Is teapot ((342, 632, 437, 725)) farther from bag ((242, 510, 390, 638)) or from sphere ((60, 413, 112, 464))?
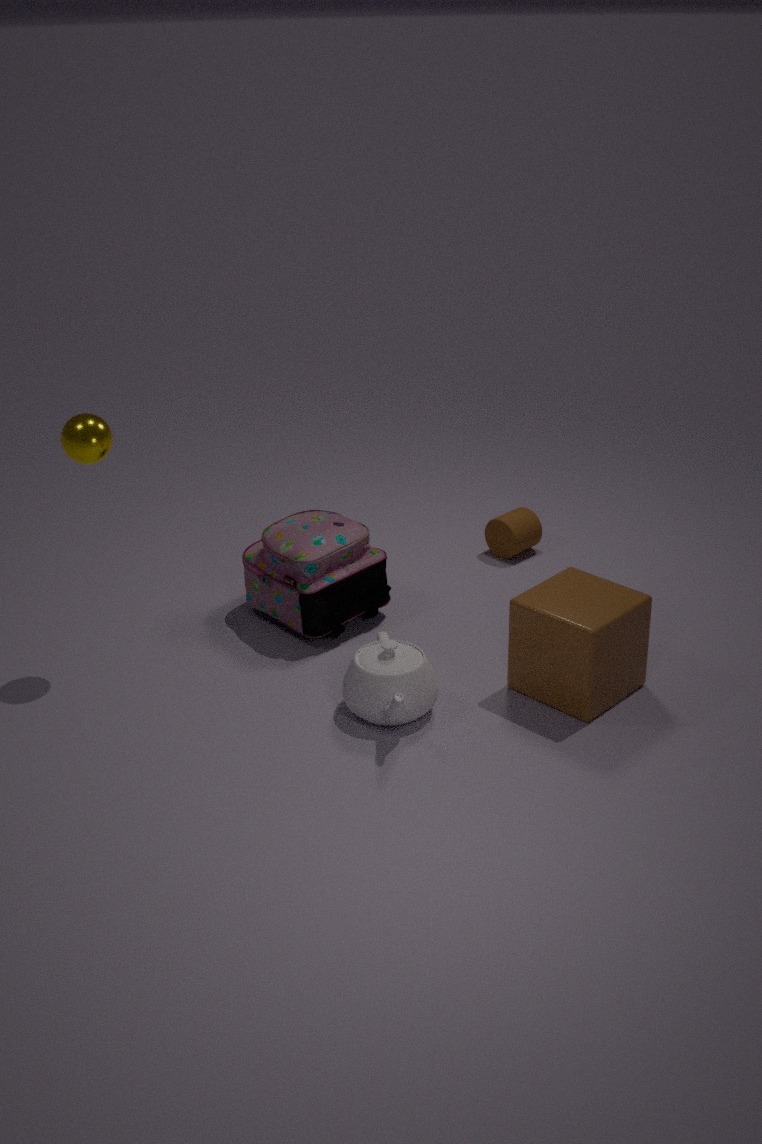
sphere ((60, 413, 112, 464))
